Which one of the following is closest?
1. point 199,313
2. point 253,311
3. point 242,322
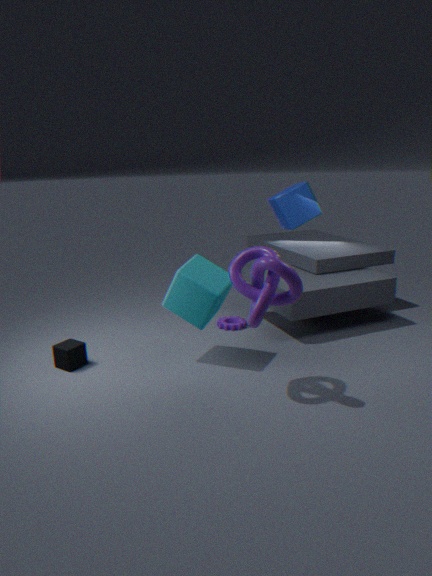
point 253,311
